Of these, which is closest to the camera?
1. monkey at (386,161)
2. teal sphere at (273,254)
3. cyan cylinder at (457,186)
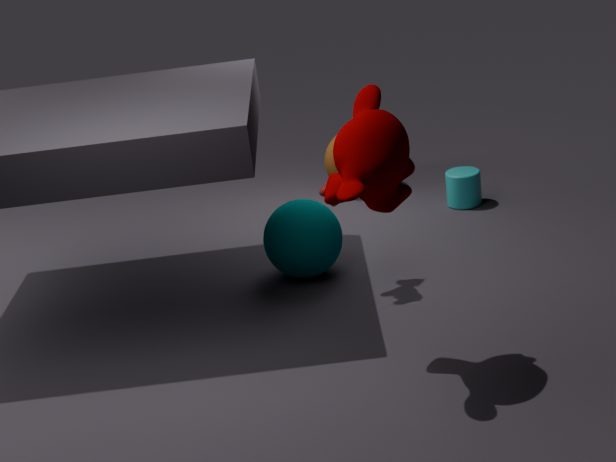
monkey at (386,161)
